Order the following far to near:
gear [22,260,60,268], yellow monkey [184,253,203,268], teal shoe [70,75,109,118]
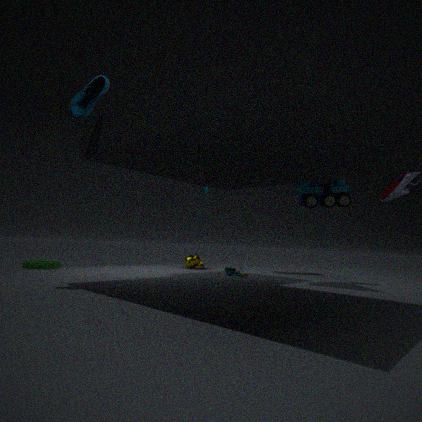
yellow monkey [184,253,203,268], gear [22,260,60,268], teal shoe [70,75,109,118]
